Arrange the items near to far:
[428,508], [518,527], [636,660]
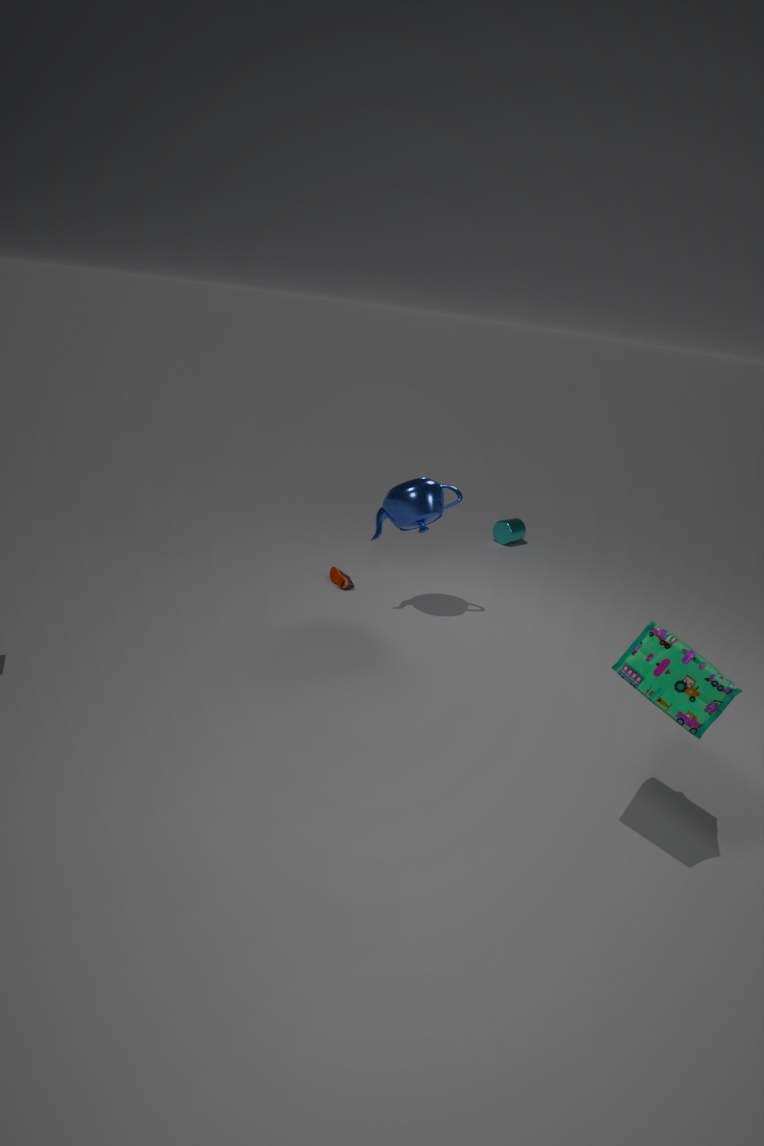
[636,660], [428,508], [518,527]
